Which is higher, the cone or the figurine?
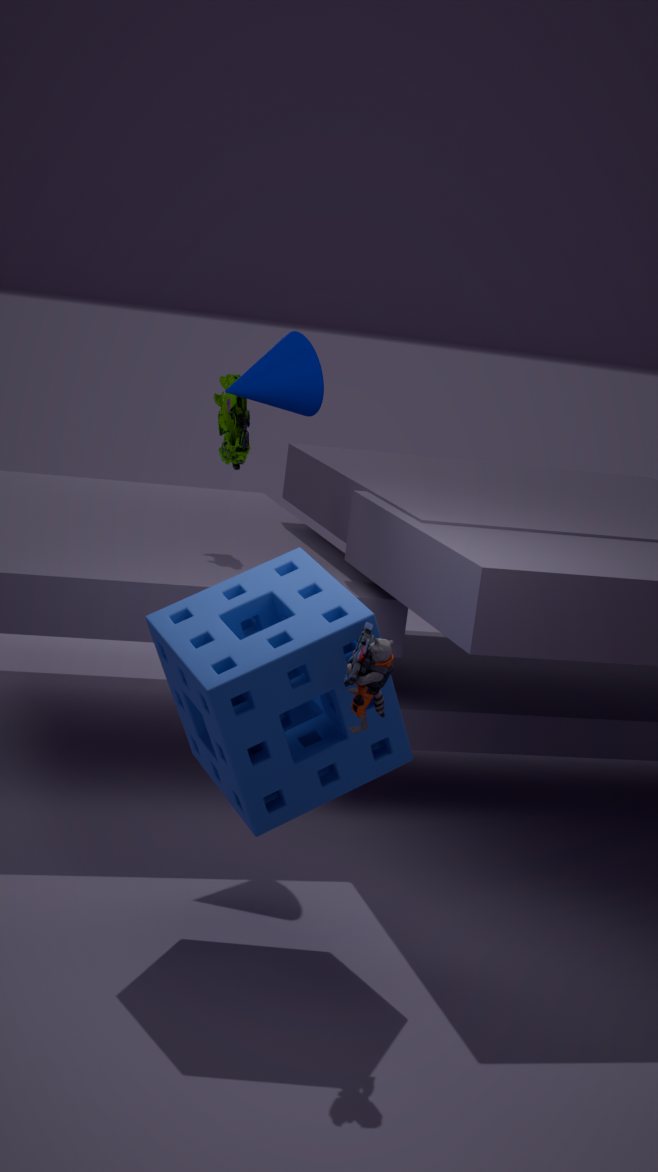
the cone
